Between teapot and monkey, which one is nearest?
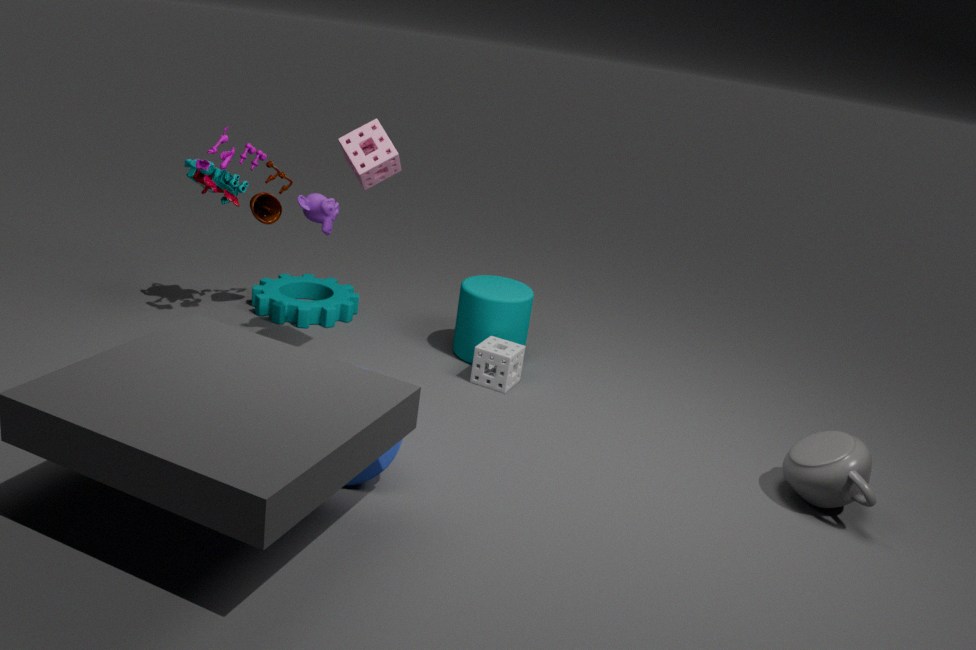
teapot
